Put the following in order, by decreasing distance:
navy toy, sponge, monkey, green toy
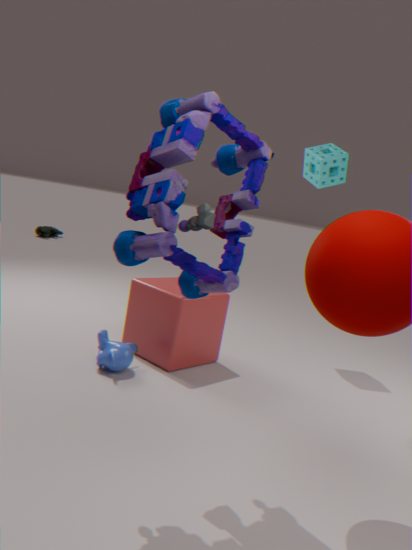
green toy → sponge → monkey → navy toy
